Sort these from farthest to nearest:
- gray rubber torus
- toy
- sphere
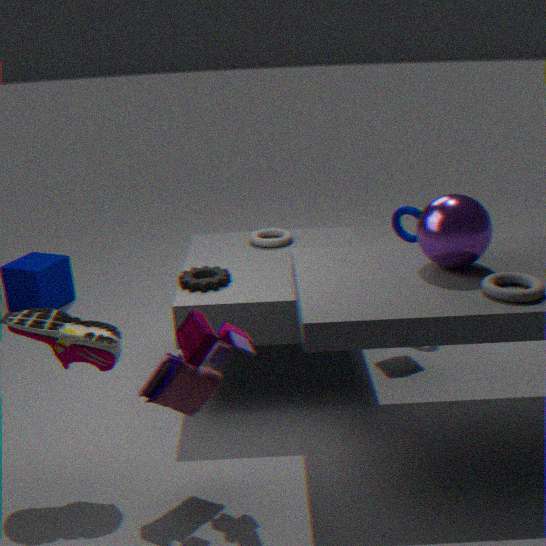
1. gray rubber torus
2. sphere
3. toy
